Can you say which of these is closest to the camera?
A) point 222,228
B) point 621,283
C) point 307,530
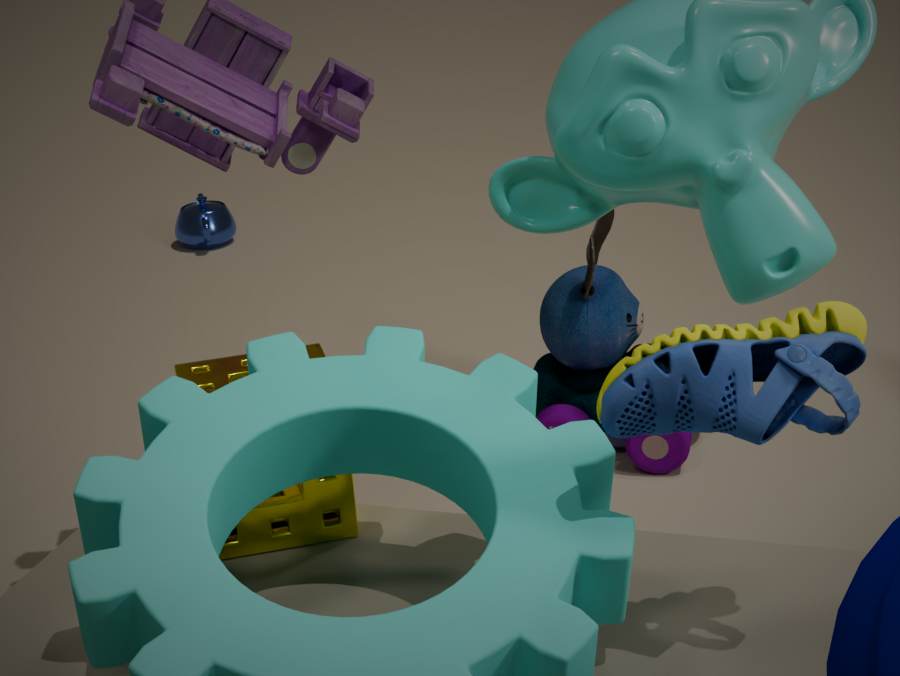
point 307,530
